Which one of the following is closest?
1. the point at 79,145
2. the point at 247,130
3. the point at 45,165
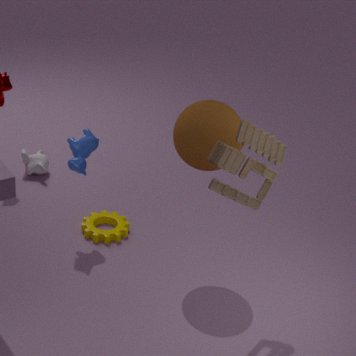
the point at 247,130
